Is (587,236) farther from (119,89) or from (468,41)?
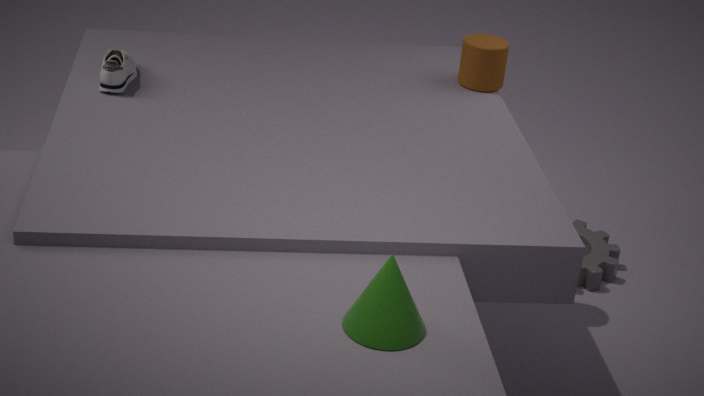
(119,89)
